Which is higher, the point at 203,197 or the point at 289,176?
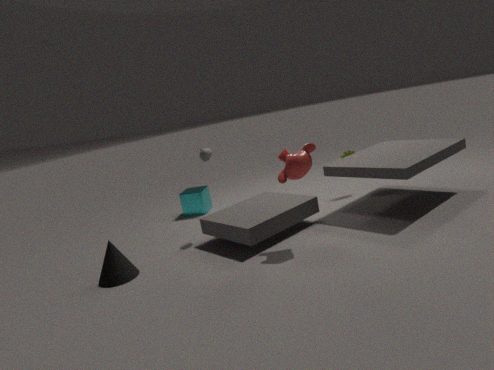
the point at 289,176
